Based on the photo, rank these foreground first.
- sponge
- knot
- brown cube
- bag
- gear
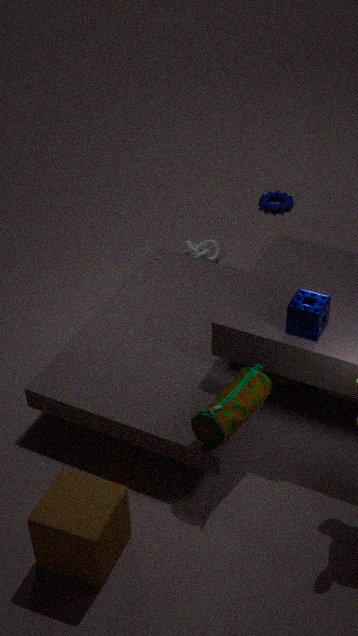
brown cube, bag, sponge, knot, gear
